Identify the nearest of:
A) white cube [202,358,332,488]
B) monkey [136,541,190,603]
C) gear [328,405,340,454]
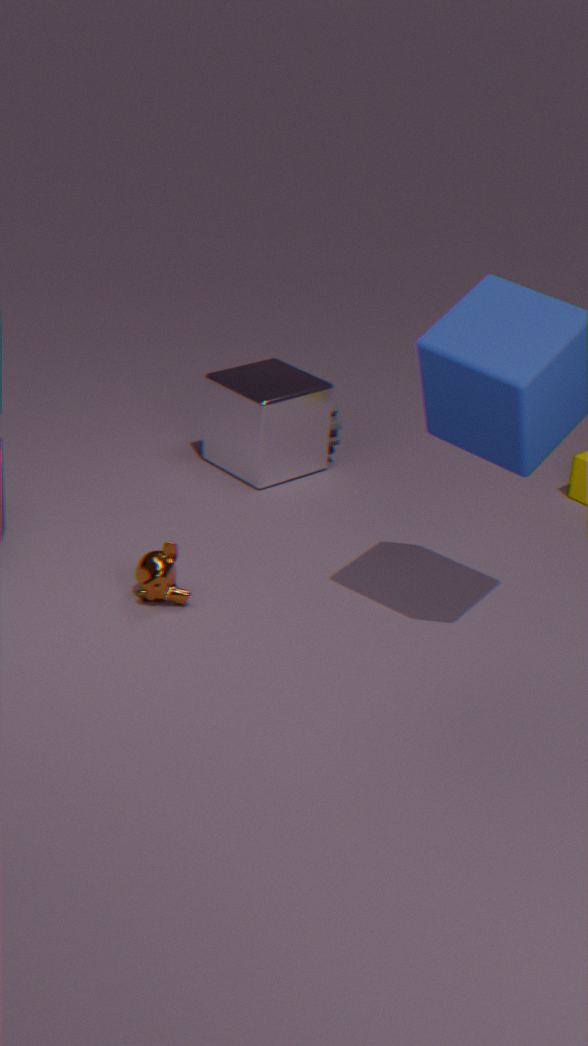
monkey [136,541,190,603]
